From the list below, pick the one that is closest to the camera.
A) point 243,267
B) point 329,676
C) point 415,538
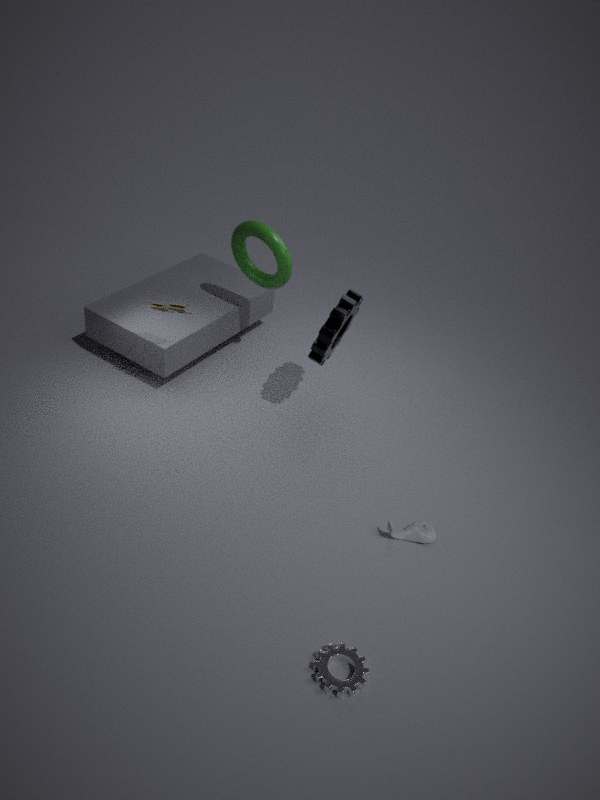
point 329,676
